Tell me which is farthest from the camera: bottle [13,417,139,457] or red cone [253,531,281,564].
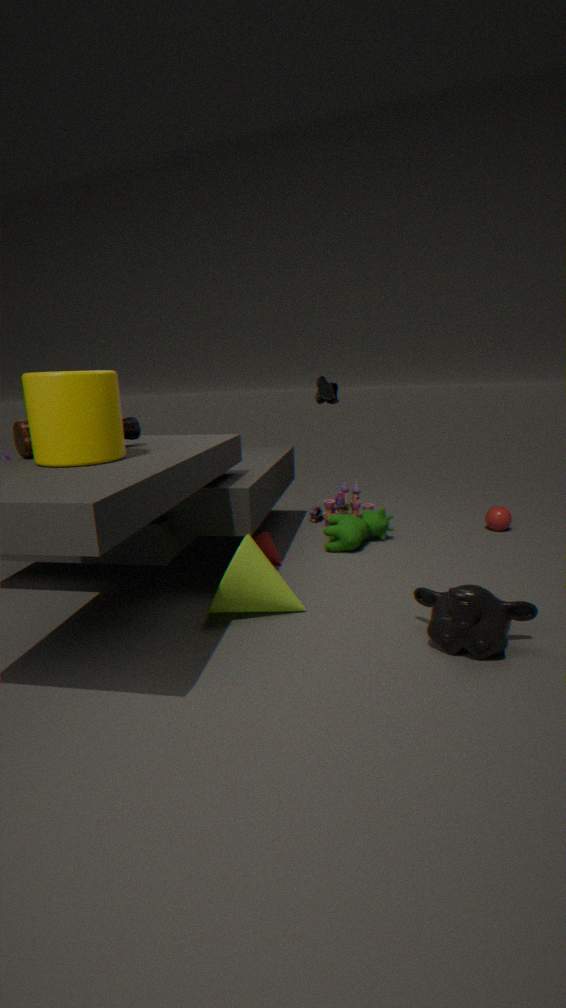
red cone [253,531,281,564]
